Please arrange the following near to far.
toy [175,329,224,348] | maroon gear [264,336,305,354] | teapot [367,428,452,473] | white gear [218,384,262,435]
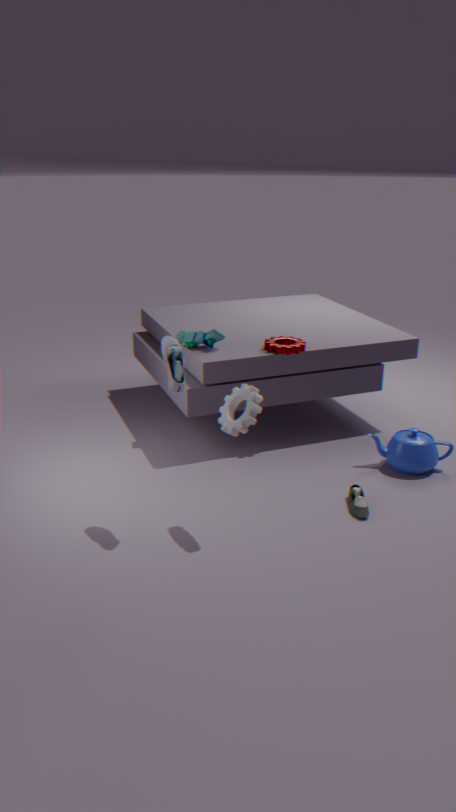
white gear [218,384,262,435] < teapot [367,428,452,473] < maroon gear [264,336,305,354] < toy [175,329,224,348]
